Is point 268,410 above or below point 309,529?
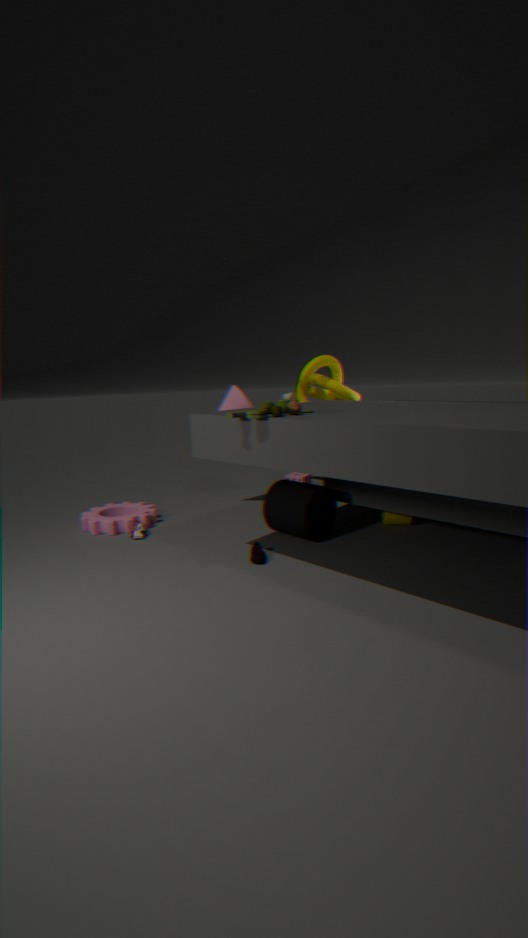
above
